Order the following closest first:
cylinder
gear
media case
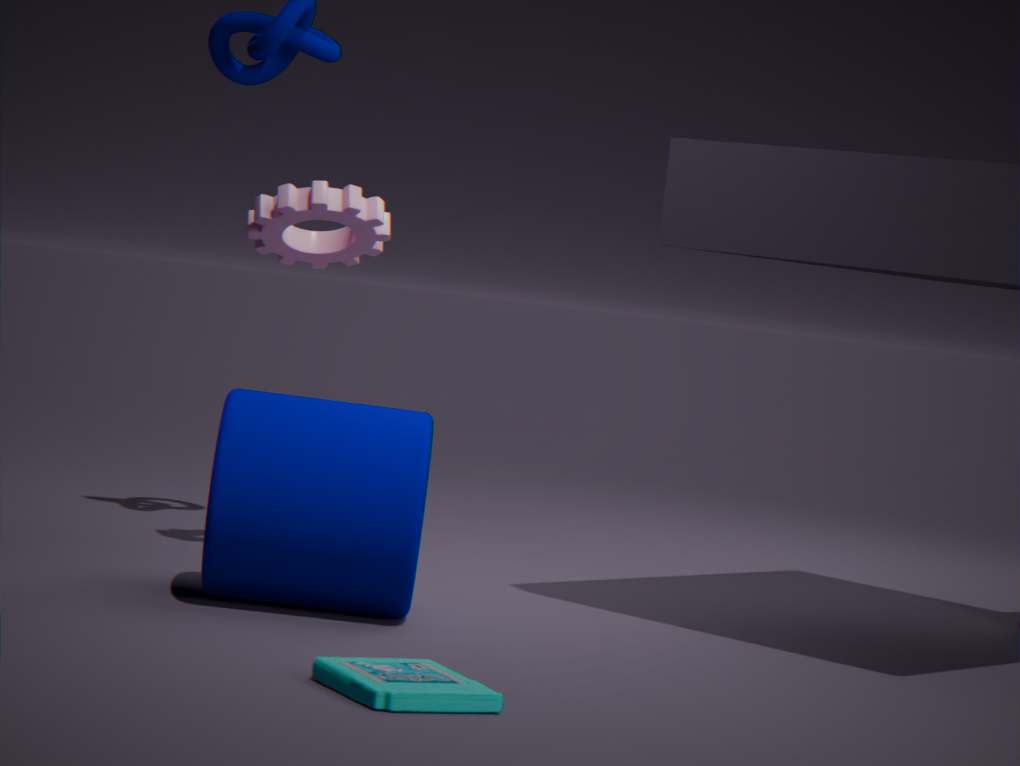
media case → cylinder → gear
